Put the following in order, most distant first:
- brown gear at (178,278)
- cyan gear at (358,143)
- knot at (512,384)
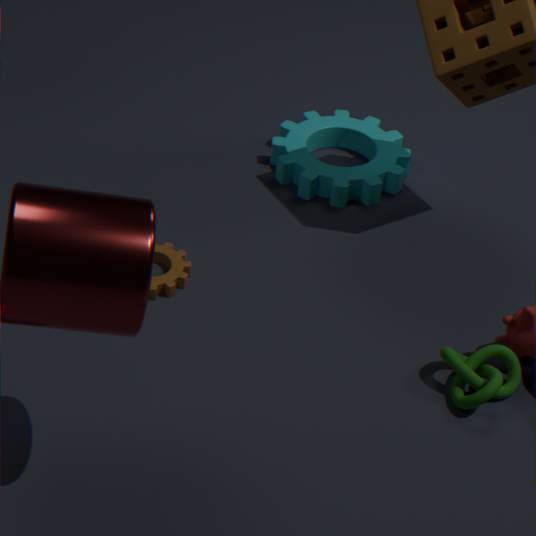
cyan gear at (358,143) < brown gear at (178,278) < knot at (512,384)
